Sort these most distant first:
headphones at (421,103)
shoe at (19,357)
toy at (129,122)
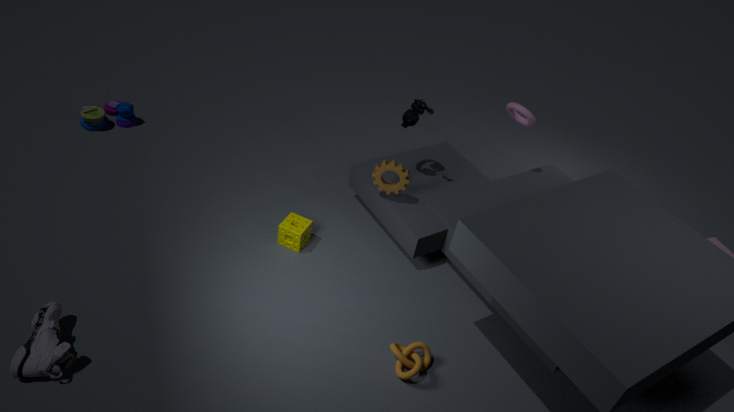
toy at (129,122), headphones at (421,103), shoe at (19,357)
